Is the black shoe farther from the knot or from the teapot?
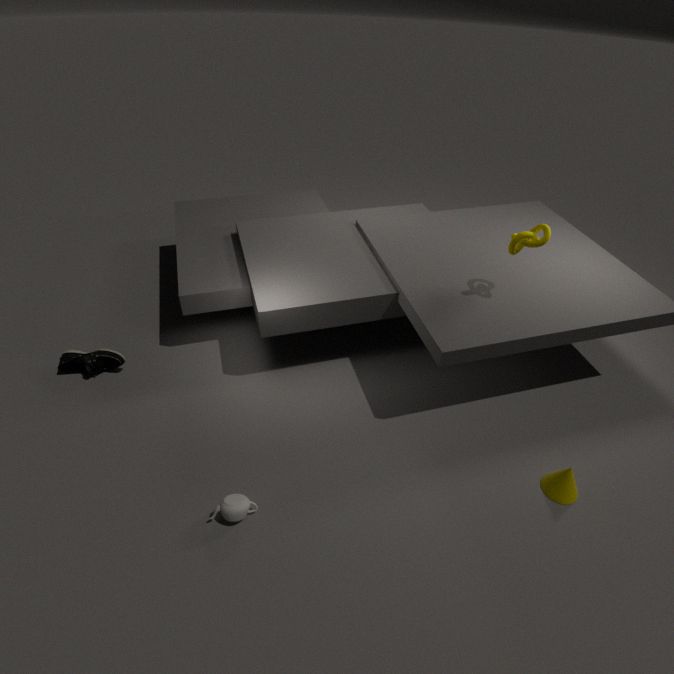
the knot
